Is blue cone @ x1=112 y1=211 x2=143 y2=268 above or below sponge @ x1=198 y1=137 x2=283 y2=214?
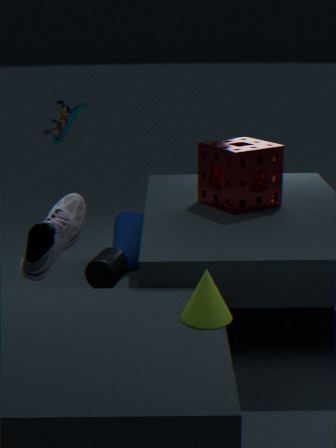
below
